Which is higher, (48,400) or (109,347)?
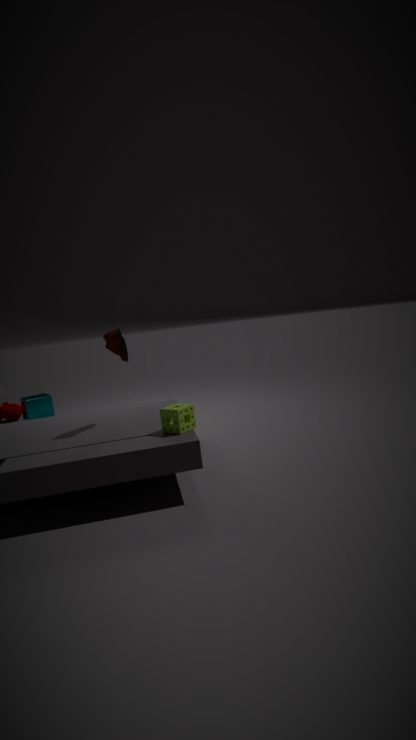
(109,347)
